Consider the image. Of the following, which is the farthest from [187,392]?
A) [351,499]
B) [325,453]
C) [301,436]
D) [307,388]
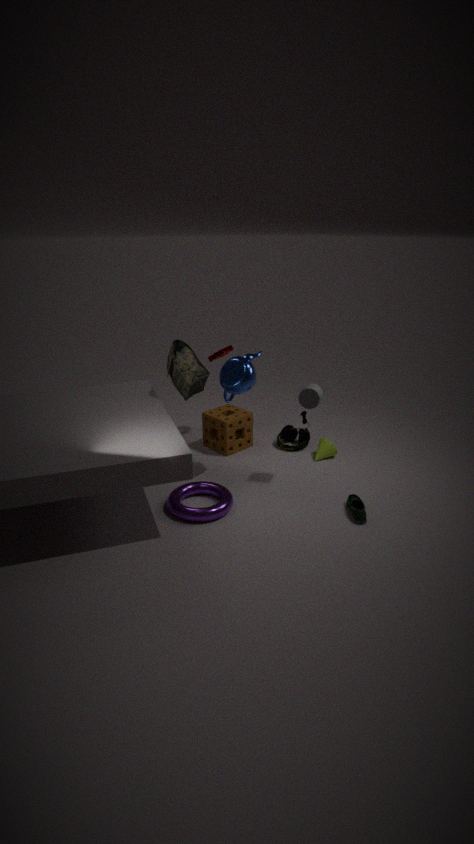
[351,499]
